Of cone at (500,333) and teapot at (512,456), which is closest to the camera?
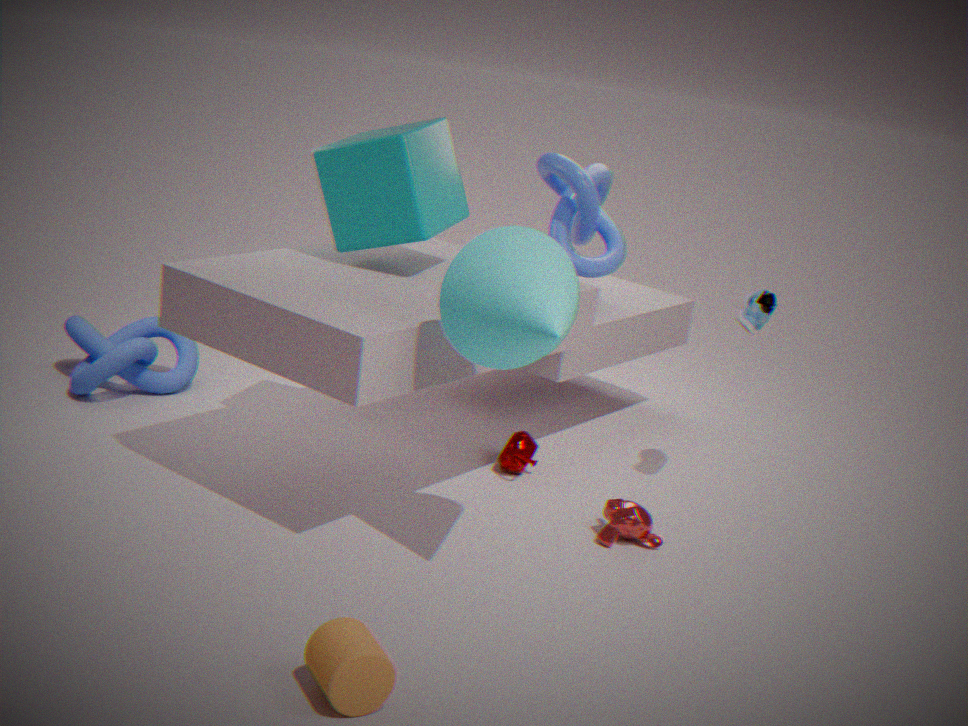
cone at (500,333)
